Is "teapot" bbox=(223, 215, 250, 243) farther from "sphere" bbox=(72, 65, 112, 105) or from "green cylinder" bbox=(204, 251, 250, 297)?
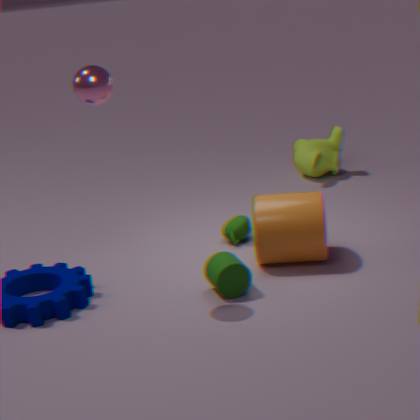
"sphere" bbox=(72, 65, 112, 105)
